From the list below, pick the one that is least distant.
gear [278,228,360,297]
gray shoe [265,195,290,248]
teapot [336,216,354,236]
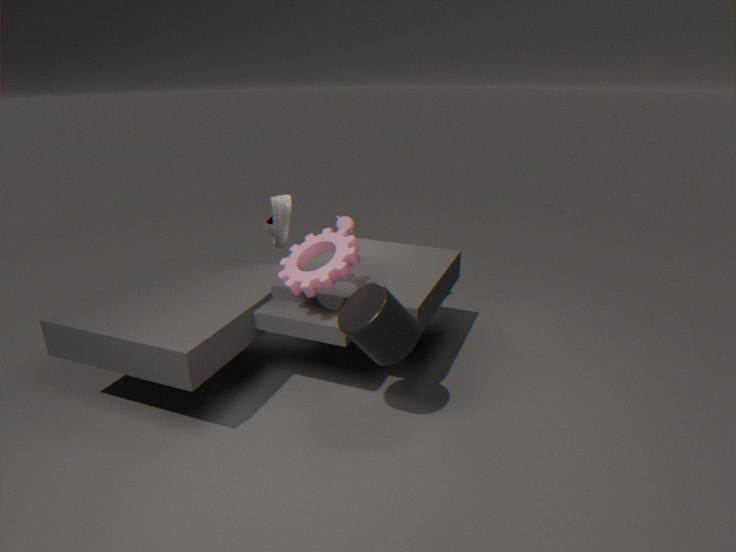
gear [278,228,360,297]
